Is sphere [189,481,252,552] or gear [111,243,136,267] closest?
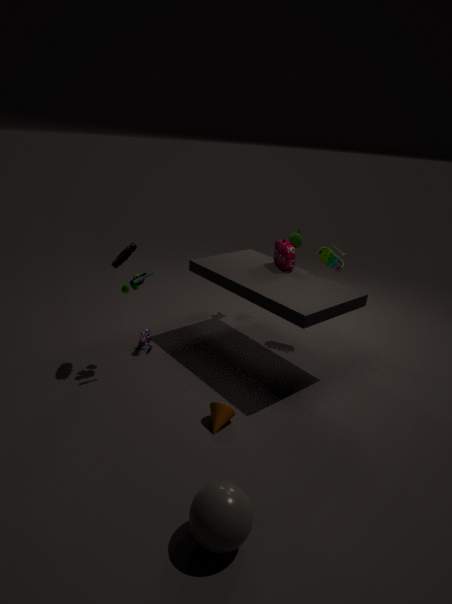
sphere [189,481,252,552]
